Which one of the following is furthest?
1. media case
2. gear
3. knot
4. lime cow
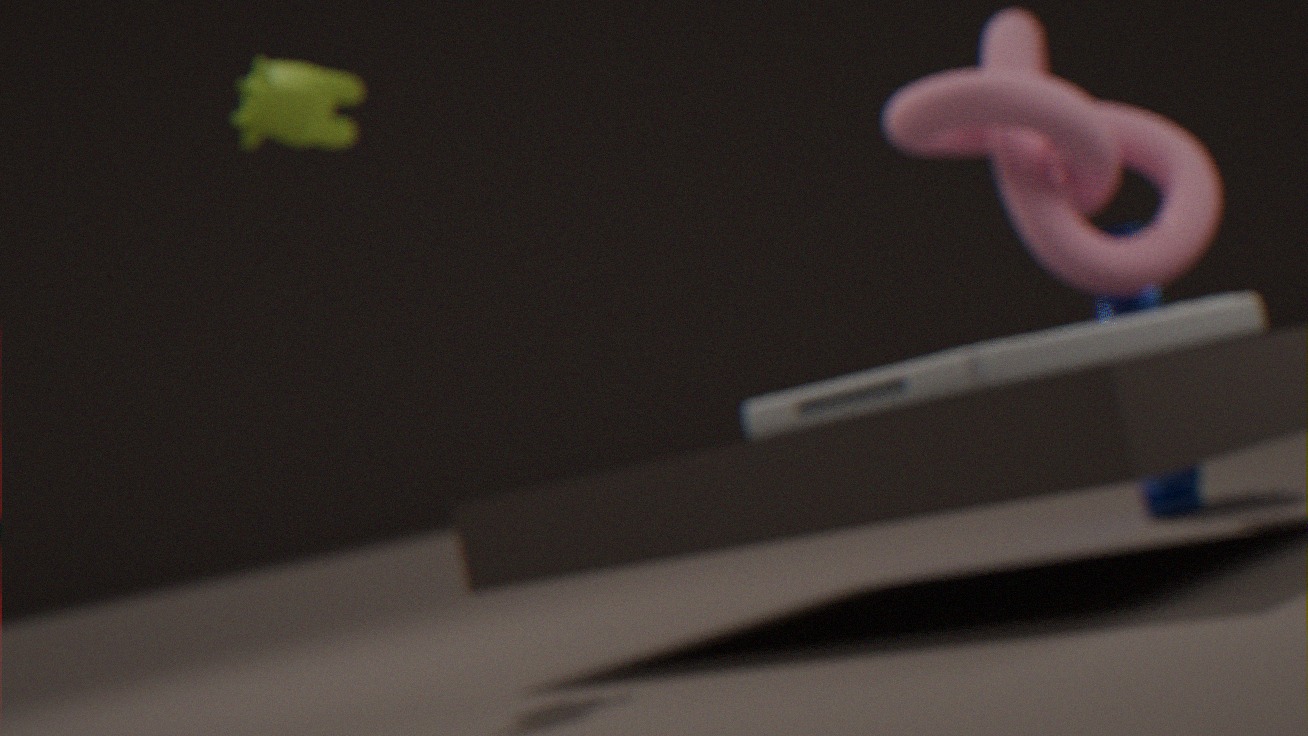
gear
